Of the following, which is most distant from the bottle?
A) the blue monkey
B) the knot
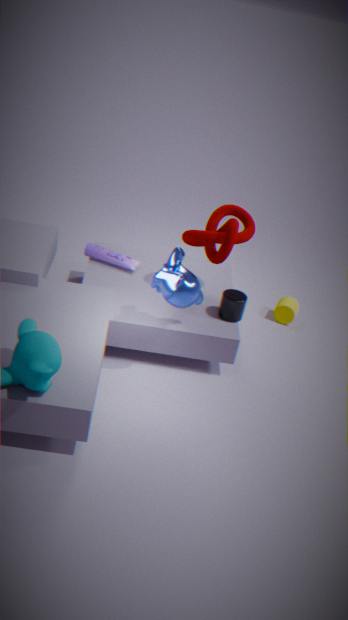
the blue monkey
